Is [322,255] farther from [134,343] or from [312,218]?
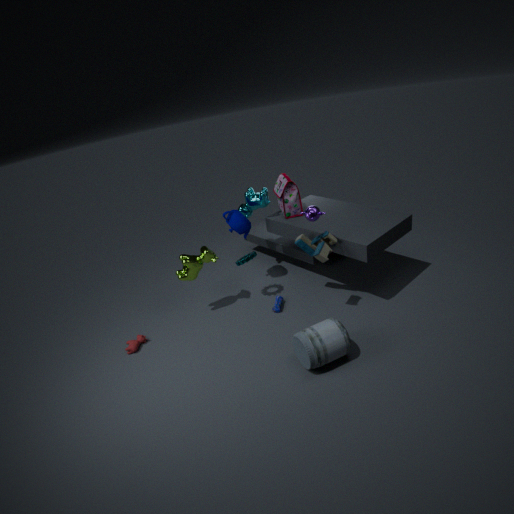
[134,343]
